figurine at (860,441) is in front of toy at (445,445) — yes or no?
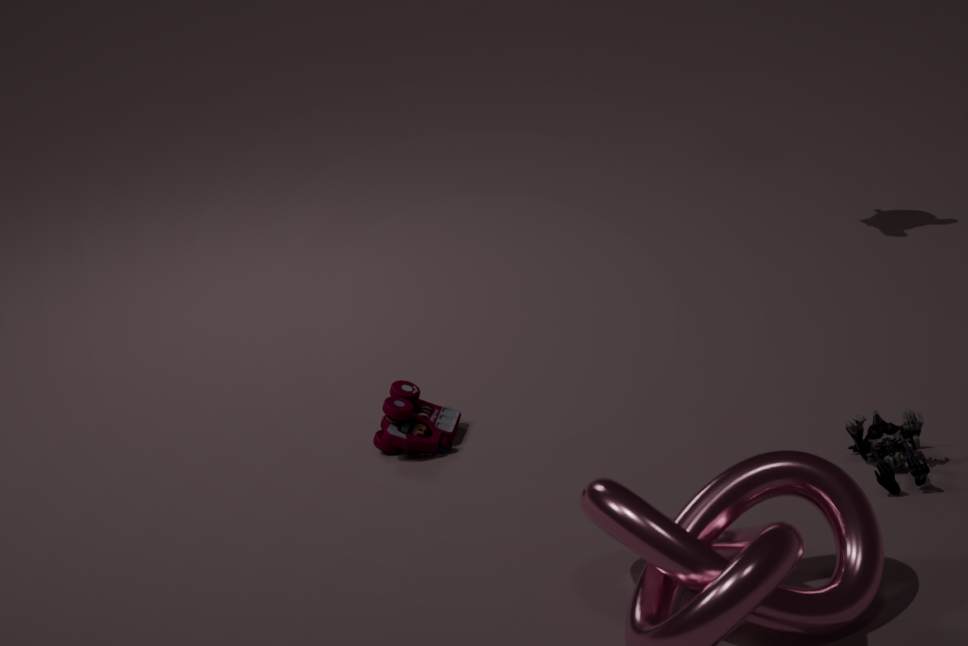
Yes
